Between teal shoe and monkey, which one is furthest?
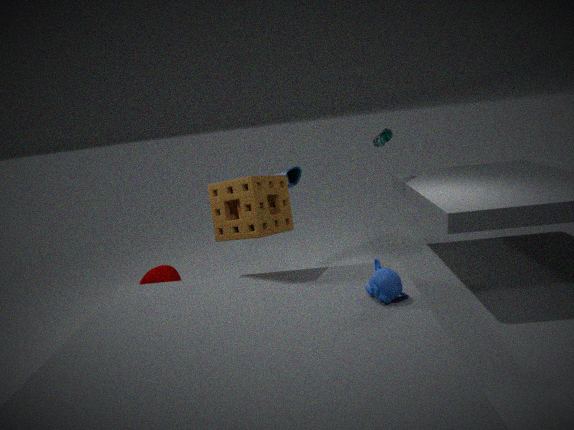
teal shoe
